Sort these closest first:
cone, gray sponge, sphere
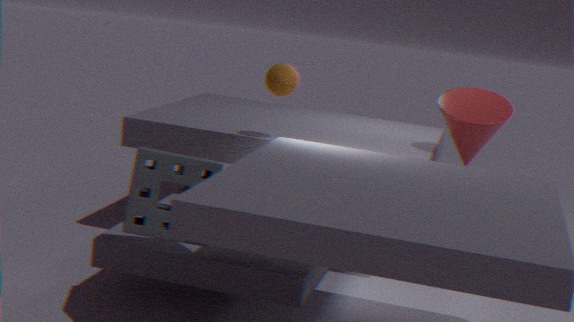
gray sponge < sphere < cone
